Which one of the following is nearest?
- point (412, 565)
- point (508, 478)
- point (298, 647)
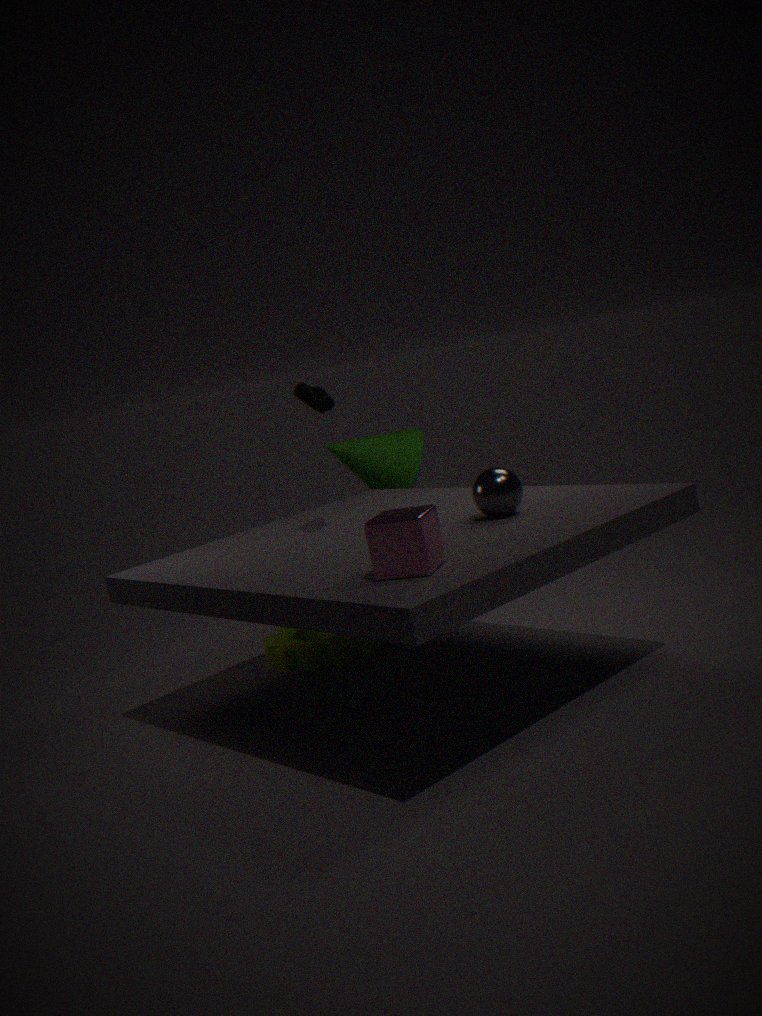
point (412, 565)
